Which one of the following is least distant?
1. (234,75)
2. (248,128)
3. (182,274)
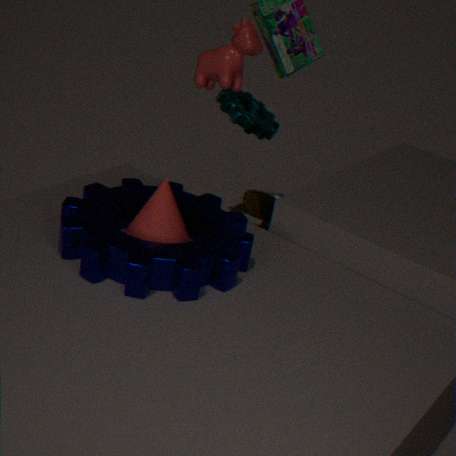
(182,274)
